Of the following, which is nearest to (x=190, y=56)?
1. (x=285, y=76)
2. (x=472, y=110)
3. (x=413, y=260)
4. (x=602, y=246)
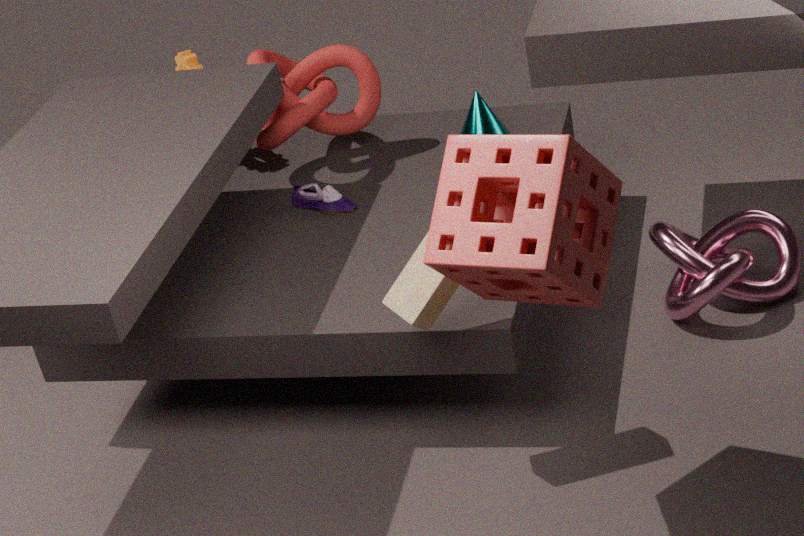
(x=285, y=76)
